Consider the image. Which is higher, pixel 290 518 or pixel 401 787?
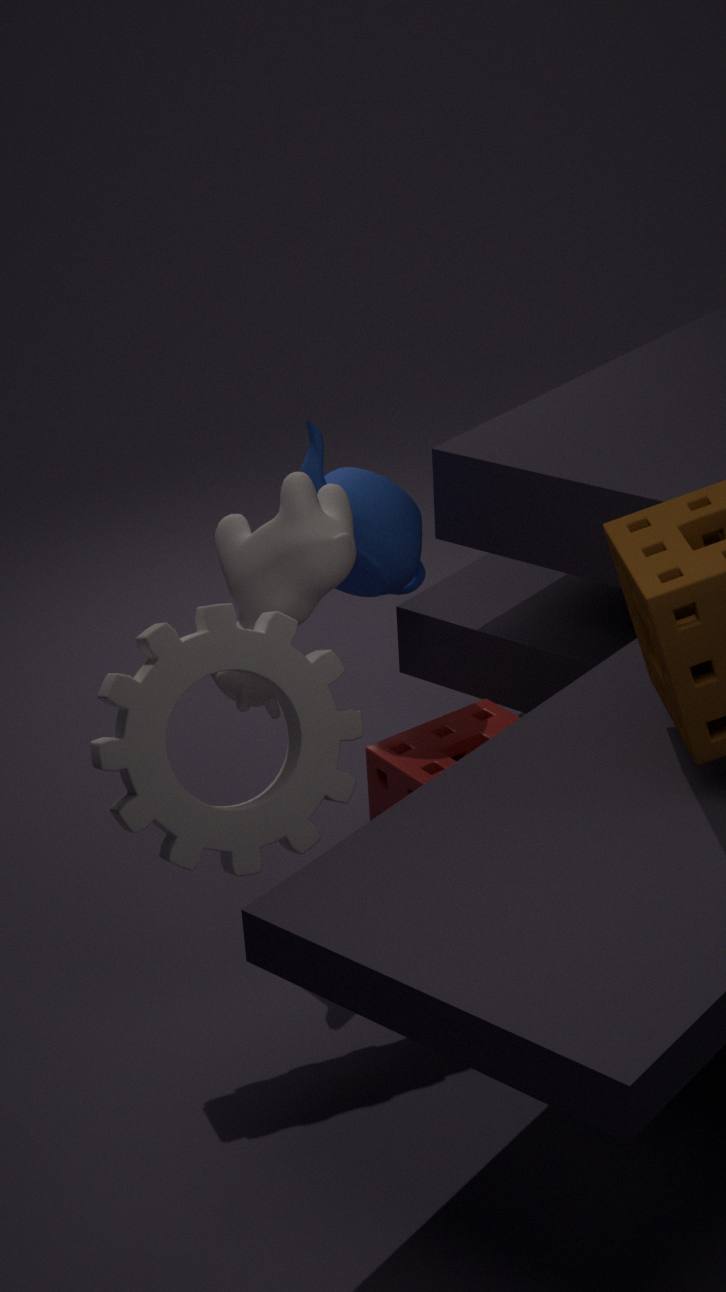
pixel 290 518
